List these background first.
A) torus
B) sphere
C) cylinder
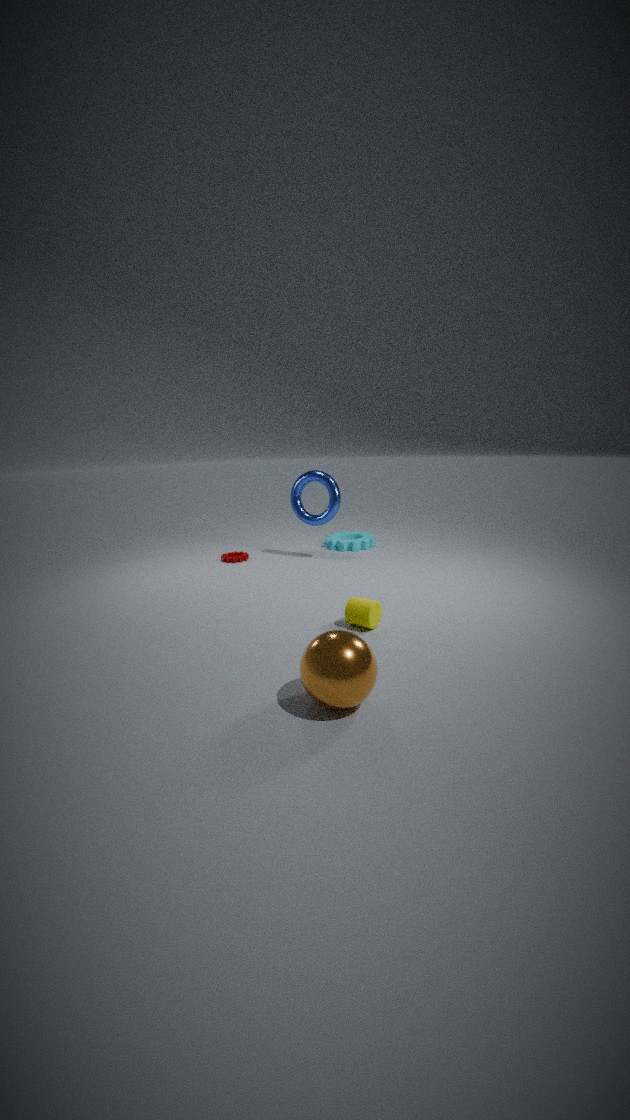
torus → cylinder → sphere
